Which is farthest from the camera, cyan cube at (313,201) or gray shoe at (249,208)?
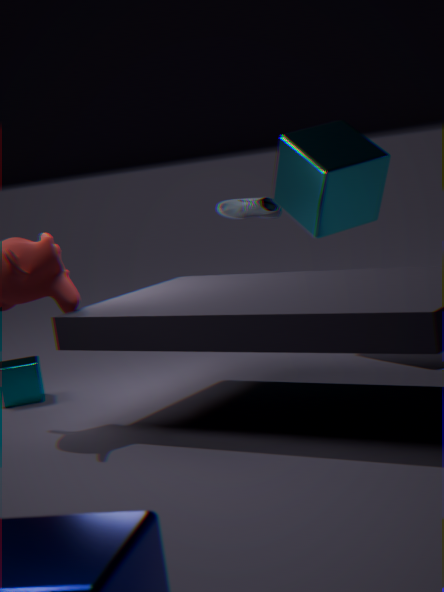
gray shoe at (249,208)
